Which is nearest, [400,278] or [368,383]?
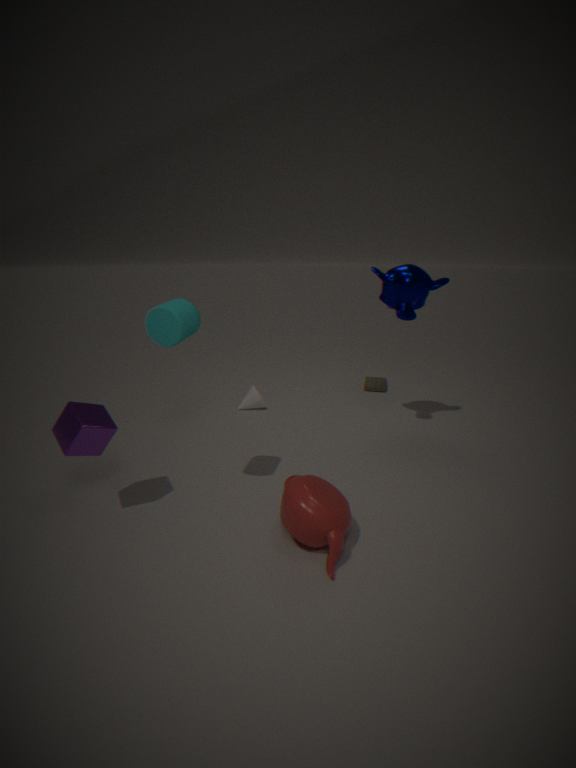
[400,278]
